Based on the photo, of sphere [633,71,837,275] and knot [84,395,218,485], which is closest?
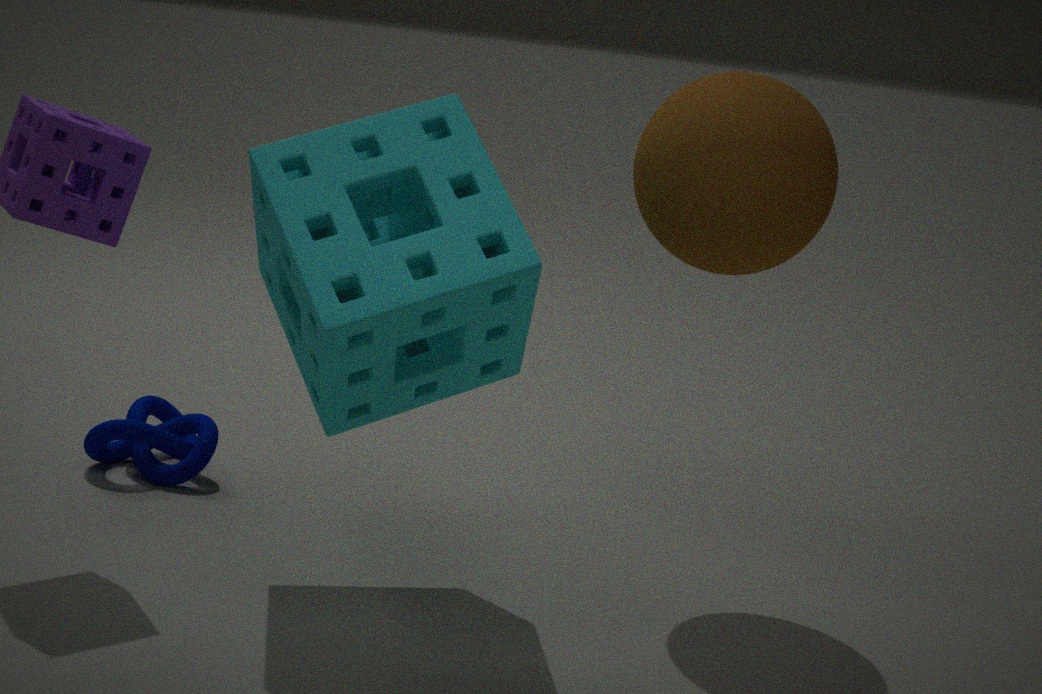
sphere [633,71,837,275]
